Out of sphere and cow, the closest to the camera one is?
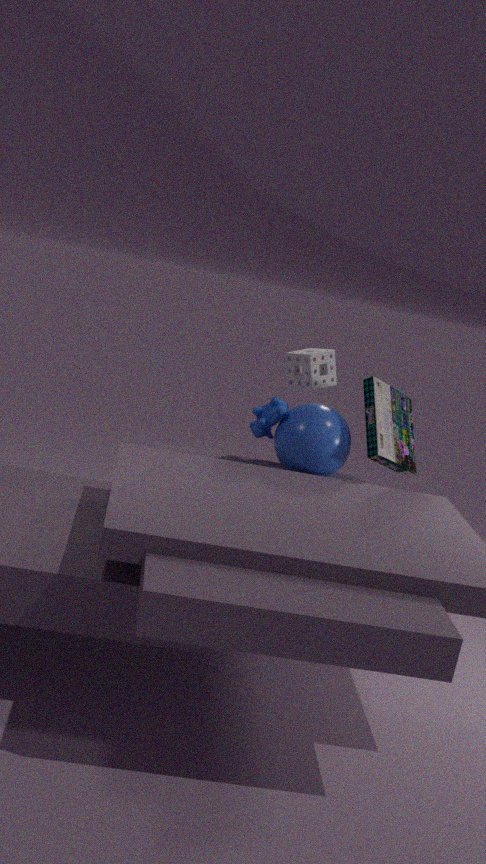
sphere
